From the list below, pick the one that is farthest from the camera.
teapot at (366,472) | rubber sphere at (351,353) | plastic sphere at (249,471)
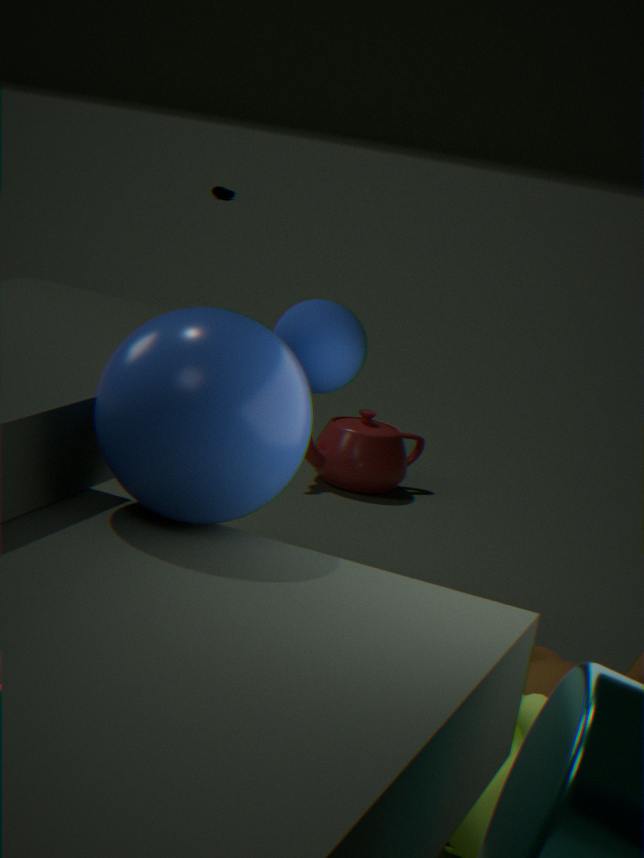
teapot at (366,472)
